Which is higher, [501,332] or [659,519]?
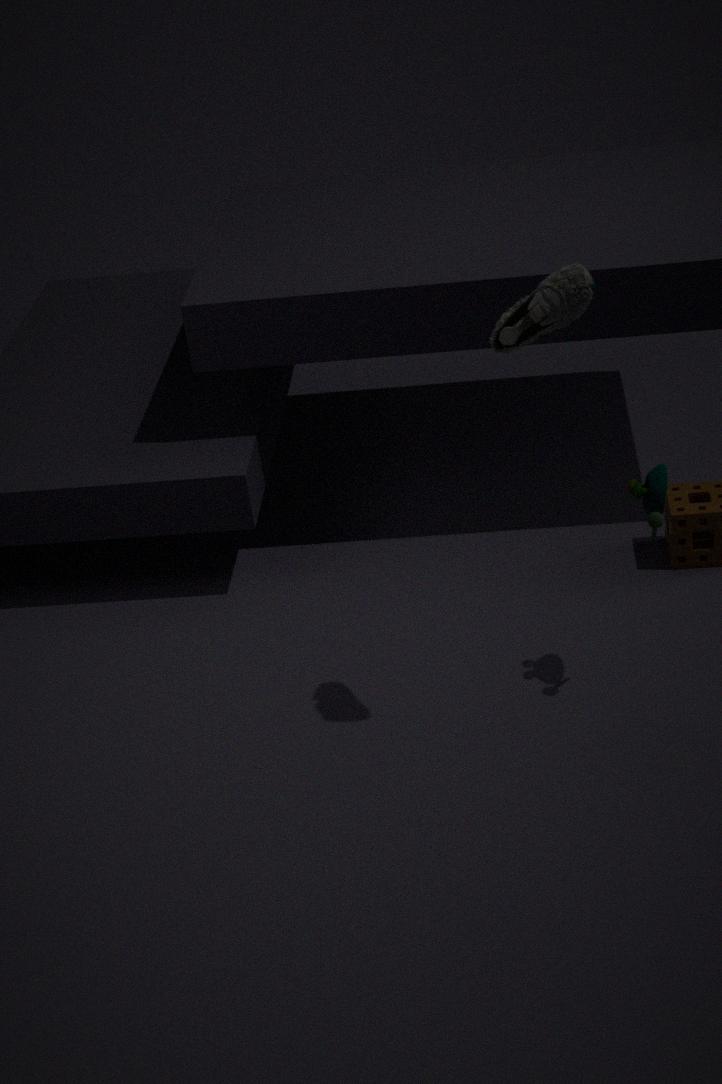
[501,332]
